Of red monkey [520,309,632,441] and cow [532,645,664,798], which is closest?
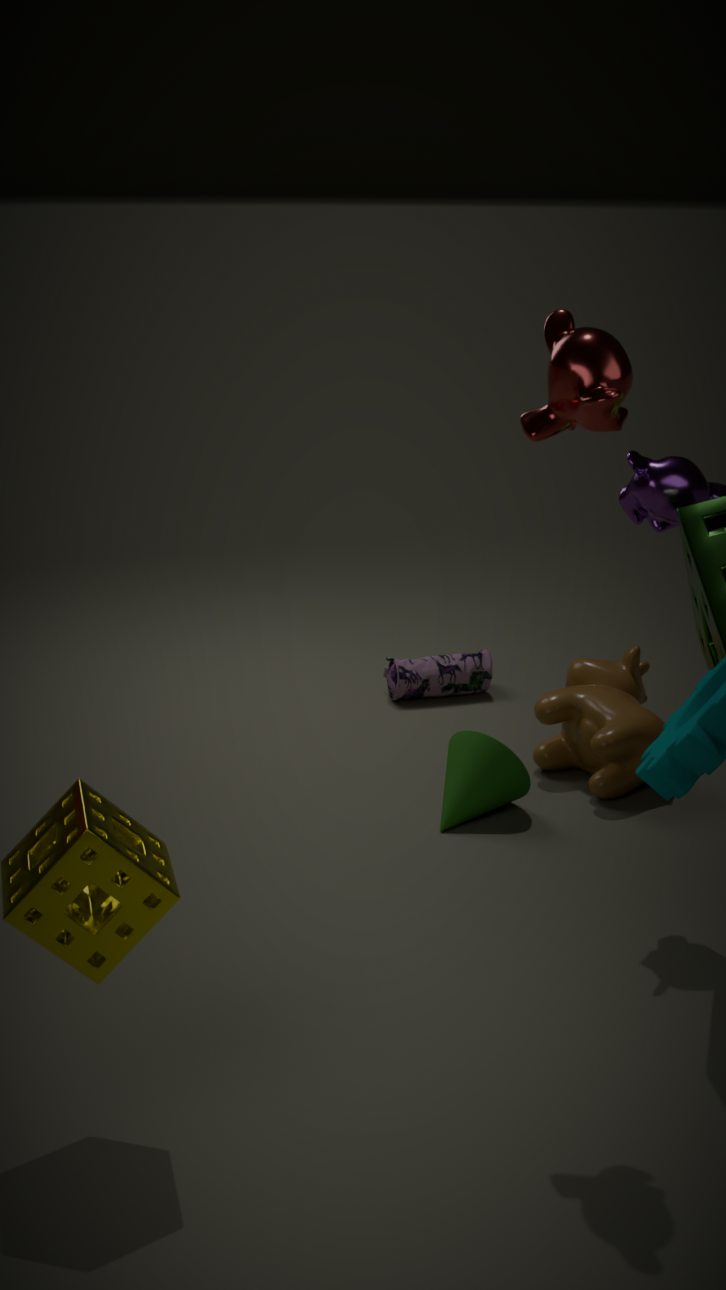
red monkey [520,309,632,441]
